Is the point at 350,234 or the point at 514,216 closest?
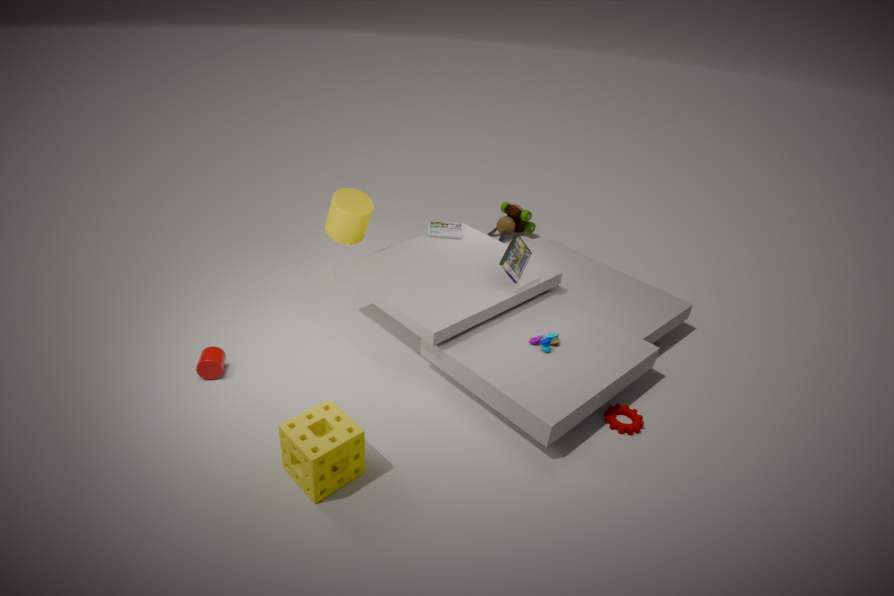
the point at 350,234
